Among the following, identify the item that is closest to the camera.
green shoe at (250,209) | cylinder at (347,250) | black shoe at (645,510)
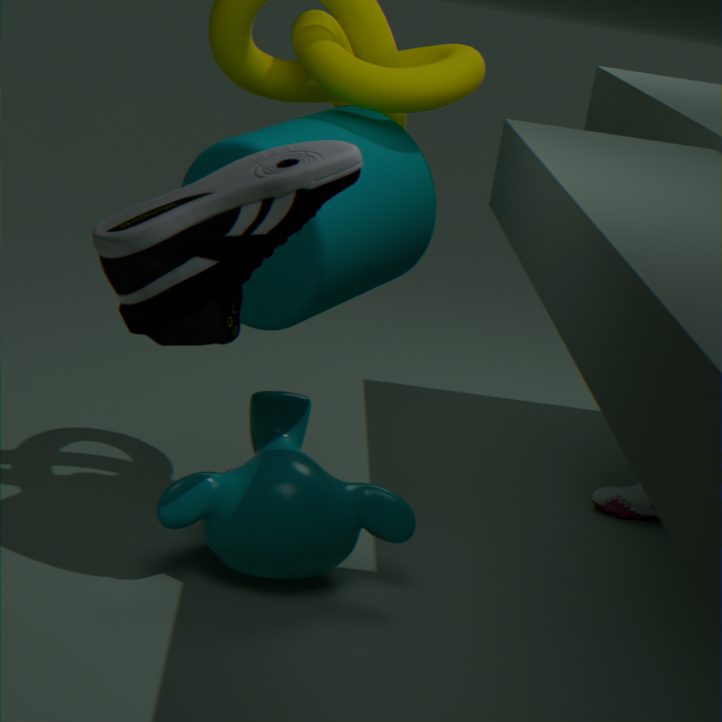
green shoe at (250,209)
